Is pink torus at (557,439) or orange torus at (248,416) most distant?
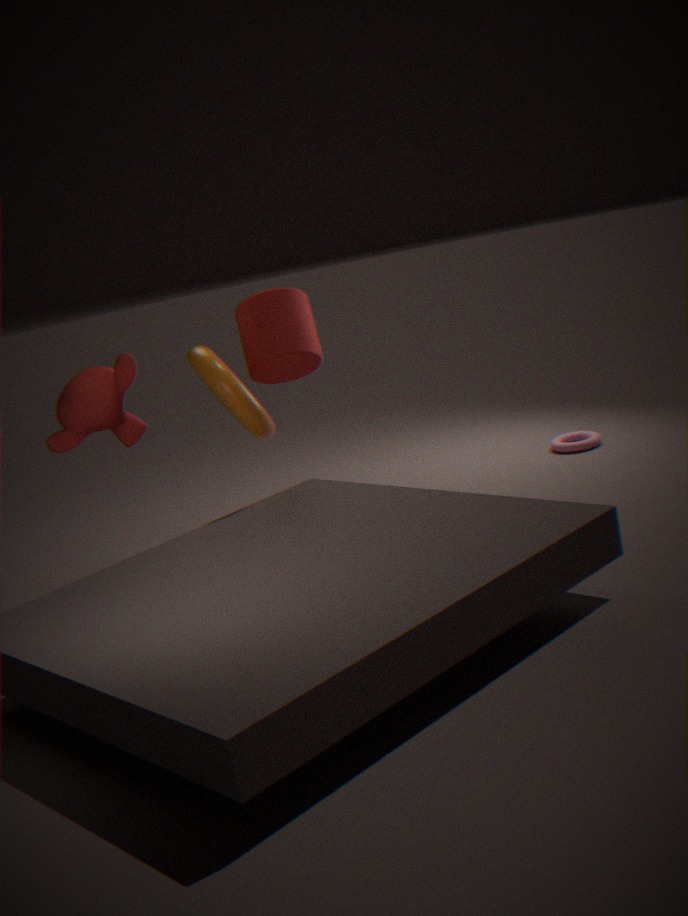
pink torus at (557,439)
